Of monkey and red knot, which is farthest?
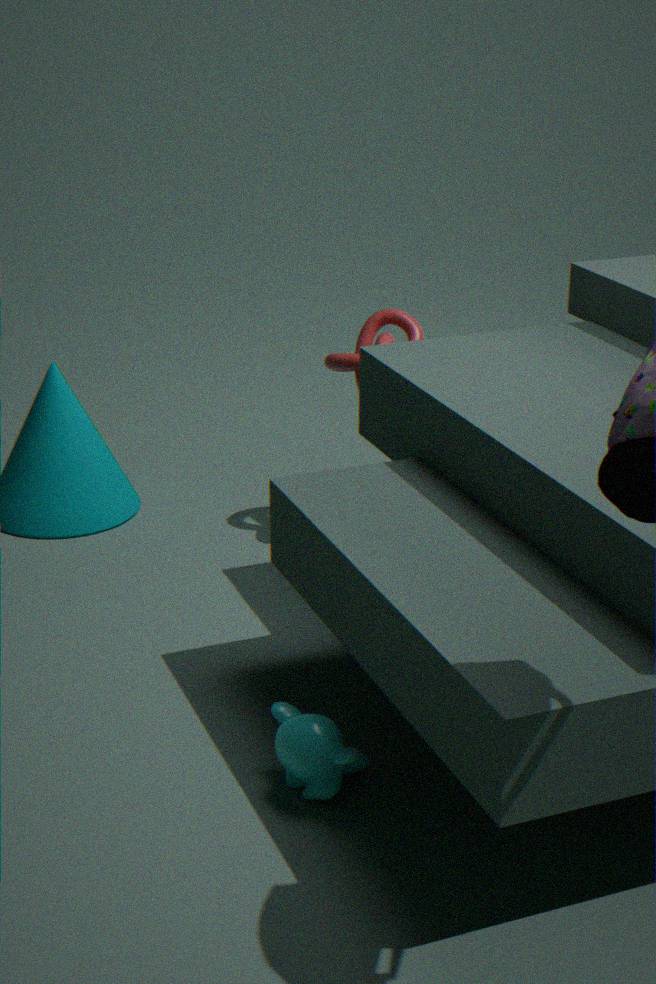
red knot
